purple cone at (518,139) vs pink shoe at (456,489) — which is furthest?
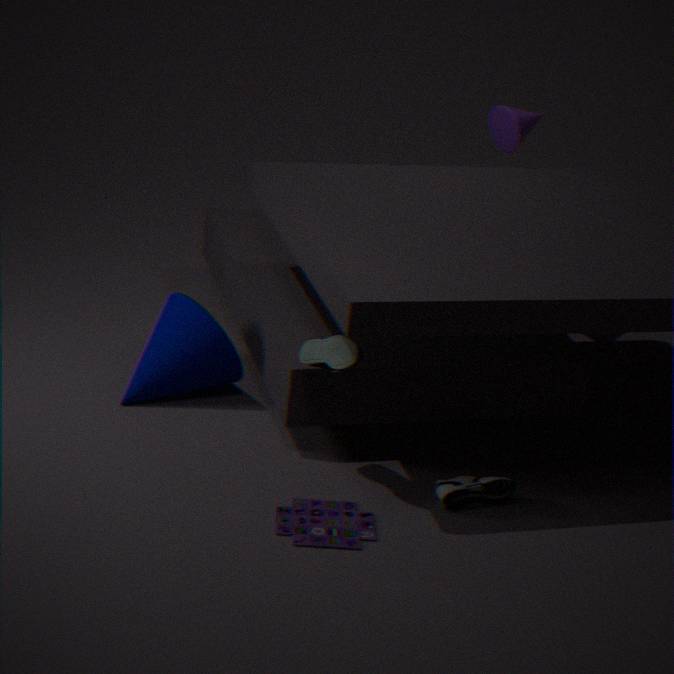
purple cone at (518,139)
